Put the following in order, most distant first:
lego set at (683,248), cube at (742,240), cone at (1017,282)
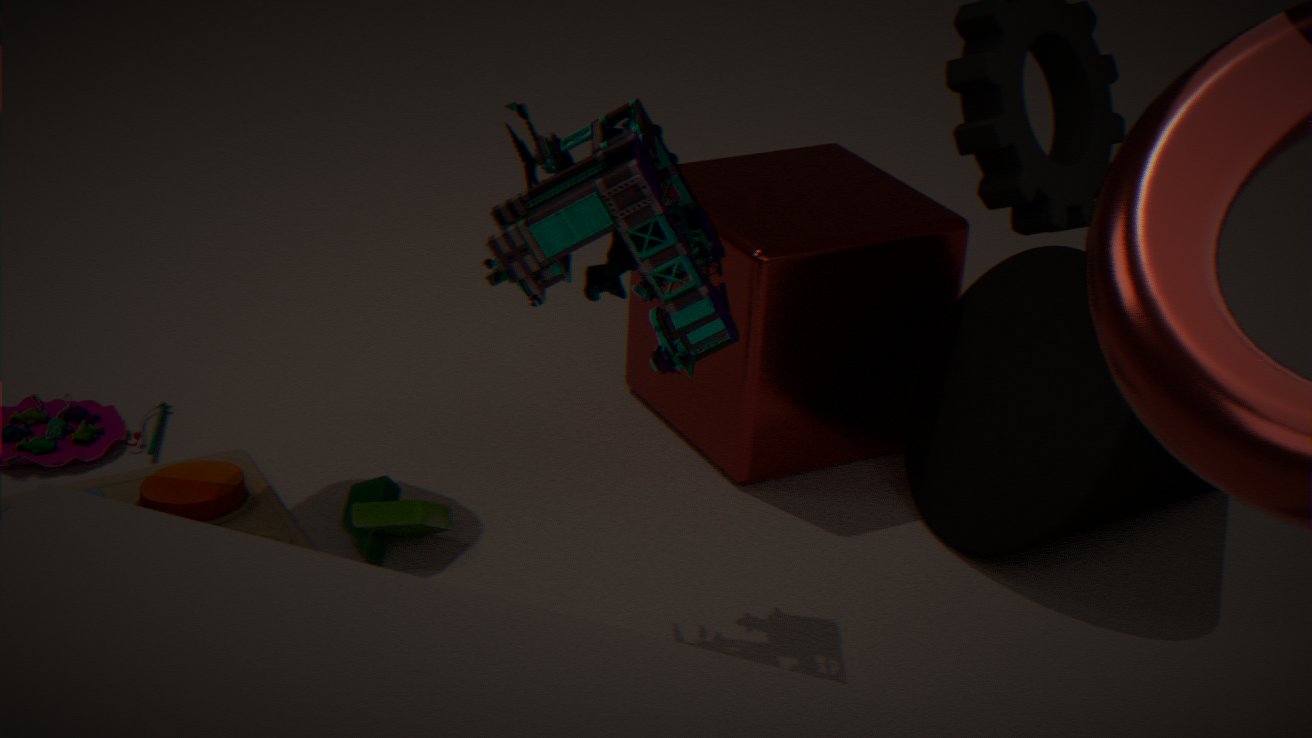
cube at (742,240)
cone at (1017,282)
lego set at (683,248)
